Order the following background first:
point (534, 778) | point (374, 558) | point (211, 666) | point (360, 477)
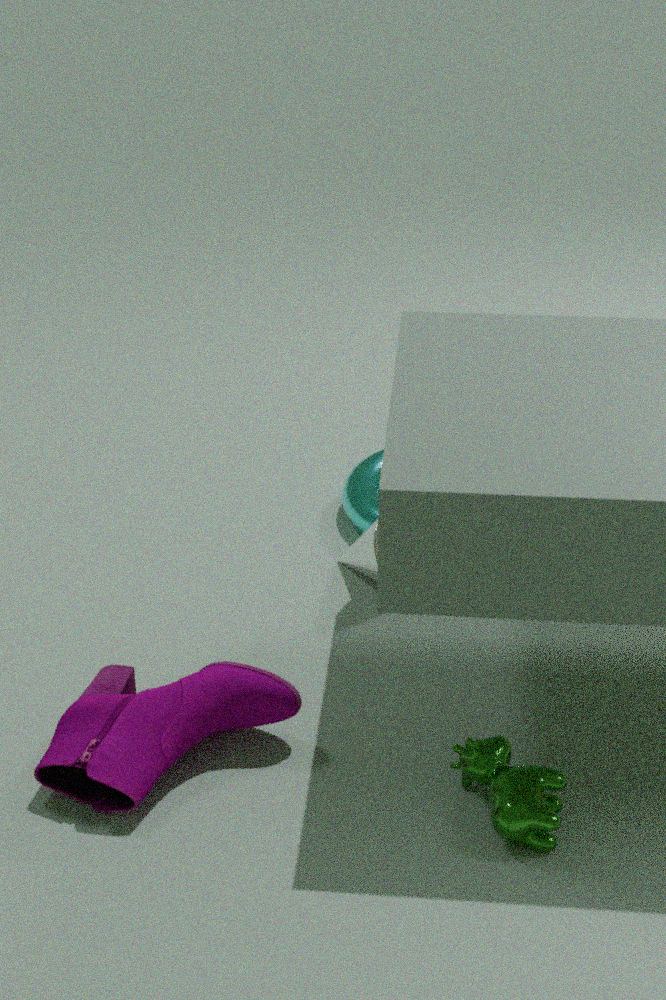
point (360, 477) → point (374, 558) → point (211, 666) → point (534, 778)
